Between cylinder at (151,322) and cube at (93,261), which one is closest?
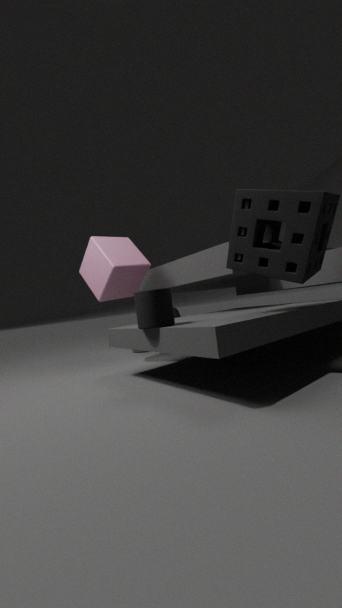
cylinder at (151,322)
